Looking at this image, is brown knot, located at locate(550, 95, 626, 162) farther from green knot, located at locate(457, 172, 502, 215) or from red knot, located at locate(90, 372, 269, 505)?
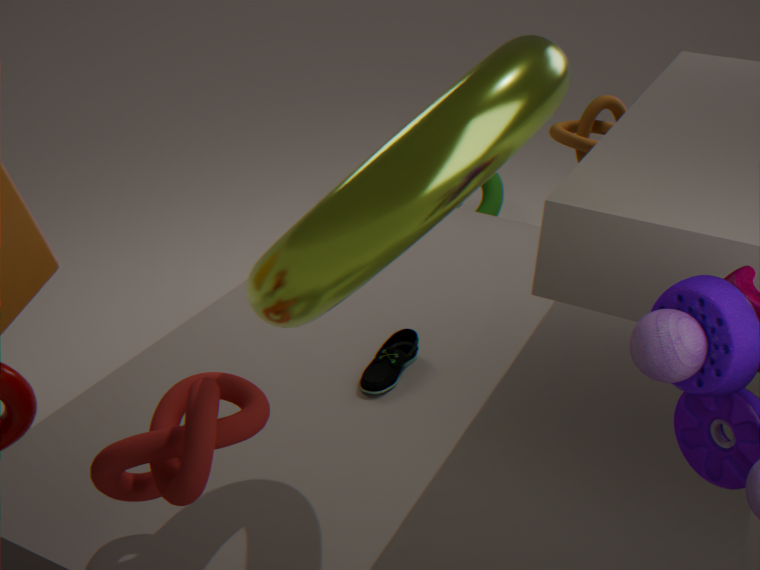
red knot, located at locate(90, 372, 269, 505)
